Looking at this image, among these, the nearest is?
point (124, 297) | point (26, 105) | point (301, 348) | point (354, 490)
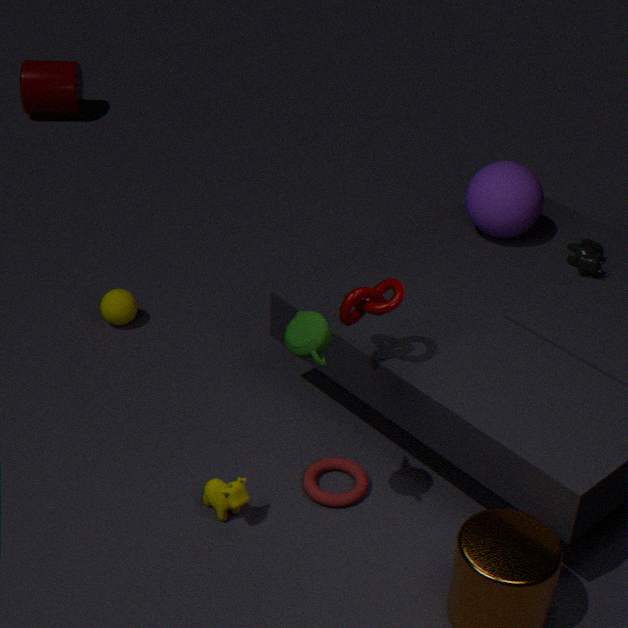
point (301, 348)
